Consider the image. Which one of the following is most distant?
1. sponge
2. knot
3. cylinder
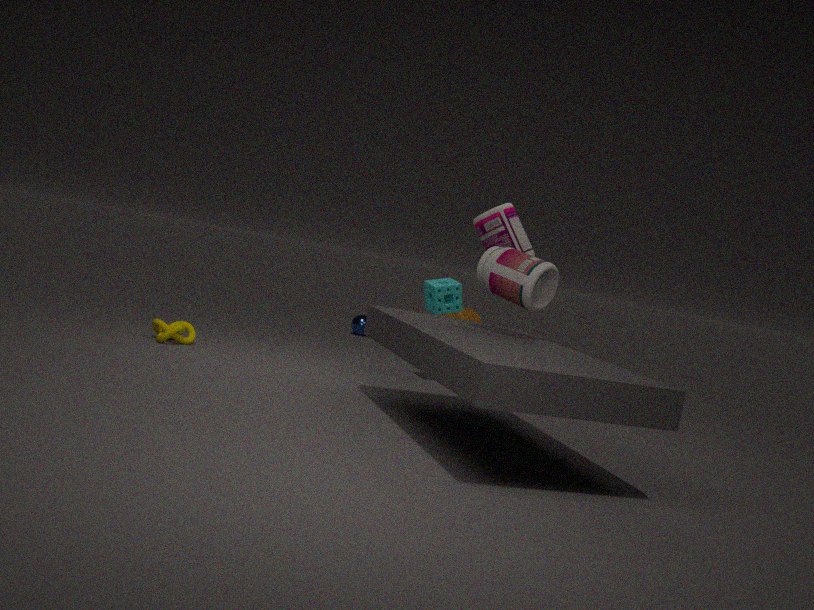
cylinder
